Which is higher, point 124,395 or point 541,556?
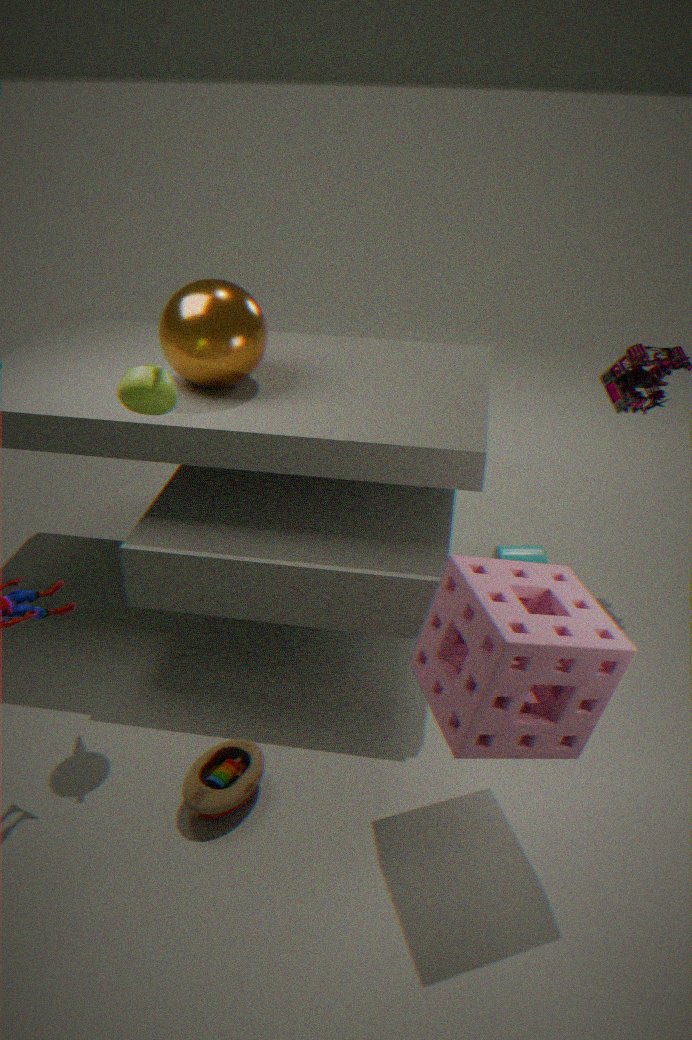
point 124,395
